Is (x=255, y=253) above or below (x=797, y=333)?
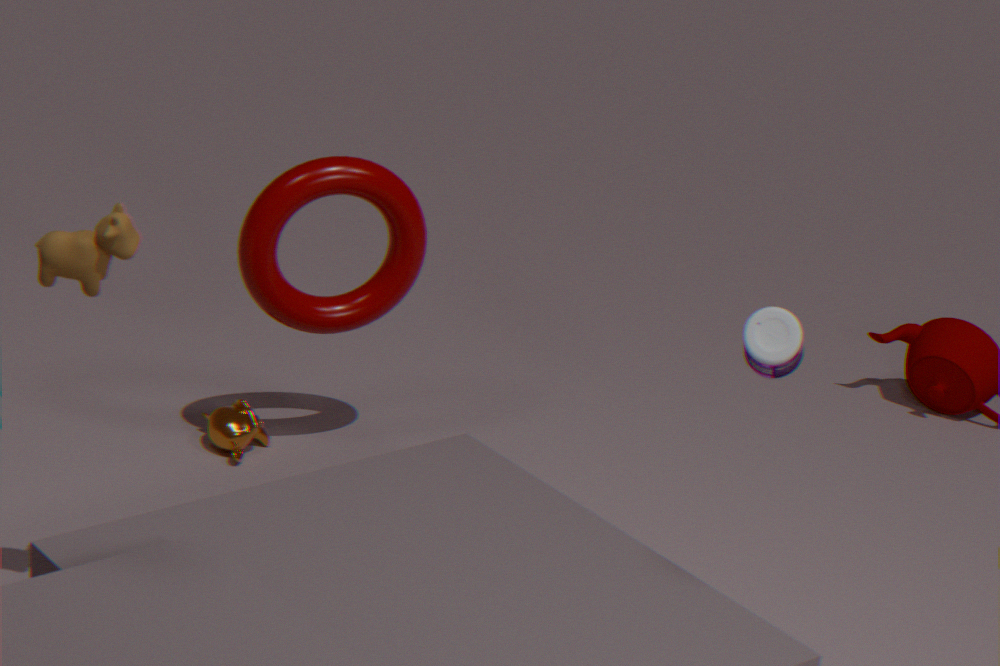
below
